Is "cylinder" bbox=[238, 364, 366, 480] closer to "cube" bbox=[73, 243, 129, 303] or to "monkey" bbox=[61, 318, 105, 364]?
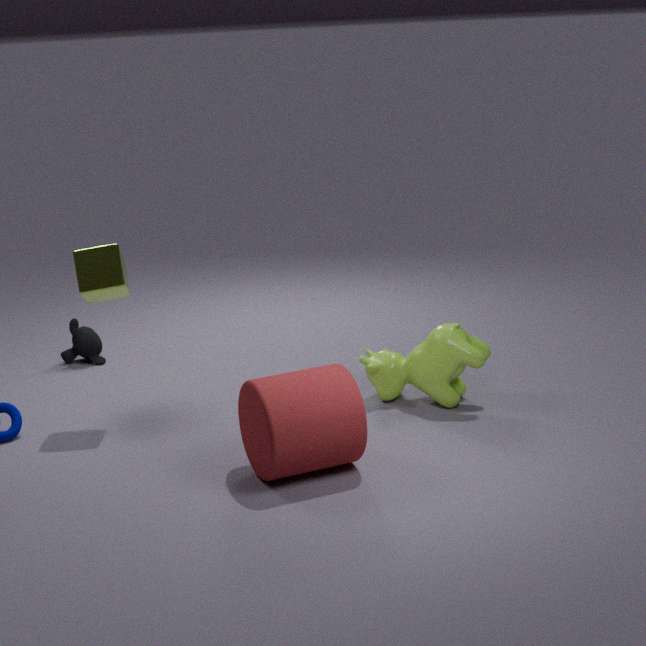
"cube" bbox=[73, 243, 129, 303]
